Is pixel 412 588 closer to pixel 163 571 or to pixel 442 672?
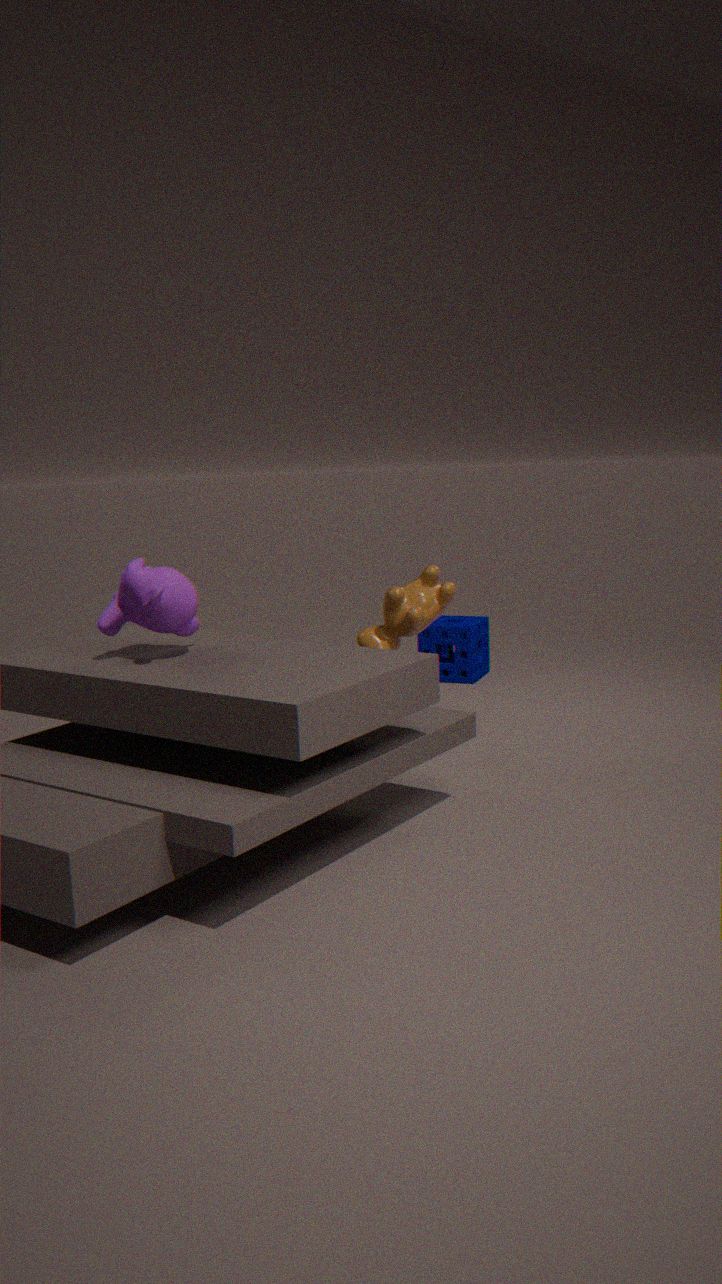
pixel 163 571
